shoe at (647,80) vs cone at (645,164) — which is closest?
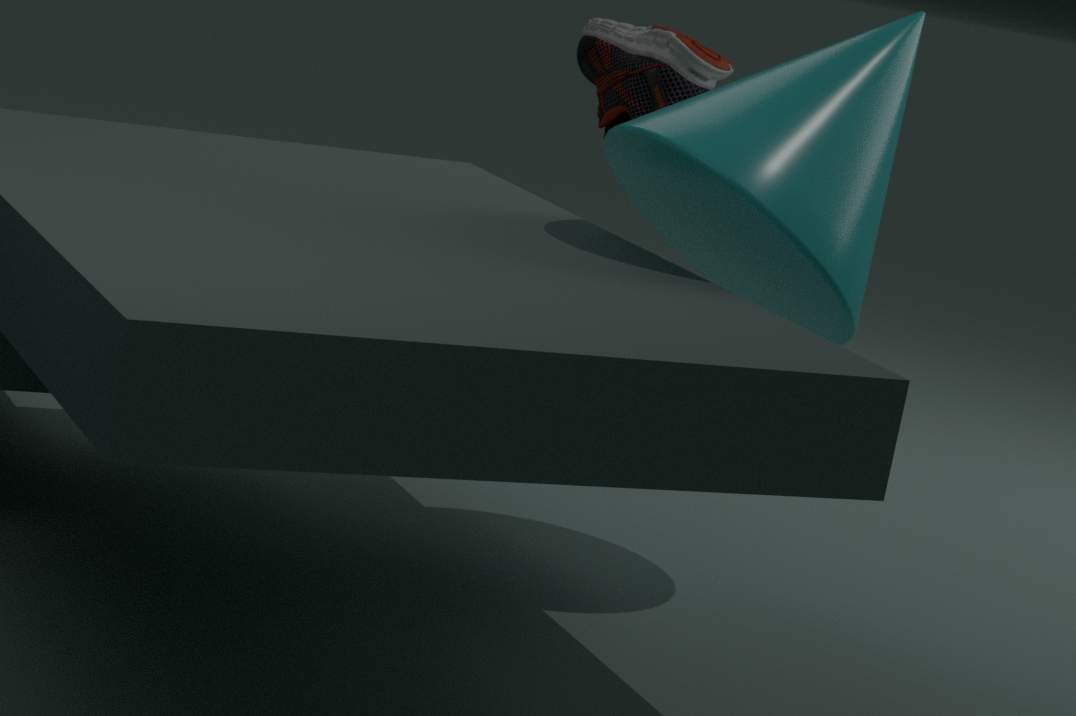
cone at (645,164)
